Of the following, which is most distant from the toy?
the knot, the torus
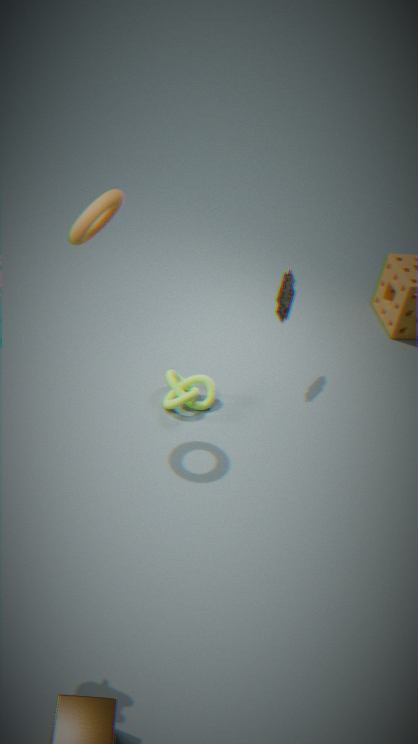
the torus
